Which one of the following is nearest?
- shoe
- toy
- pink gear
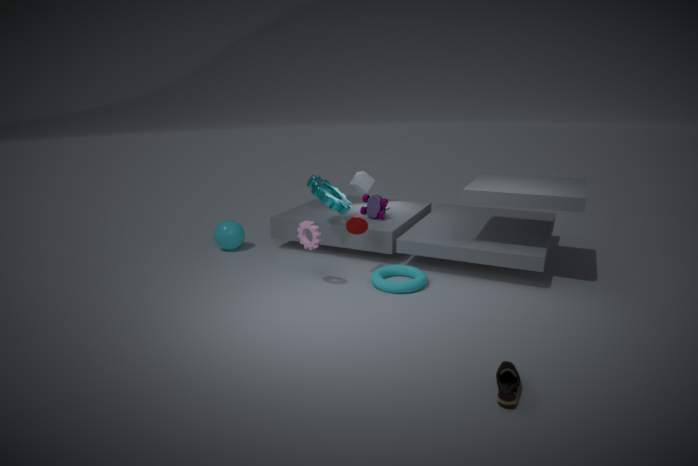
shoe
